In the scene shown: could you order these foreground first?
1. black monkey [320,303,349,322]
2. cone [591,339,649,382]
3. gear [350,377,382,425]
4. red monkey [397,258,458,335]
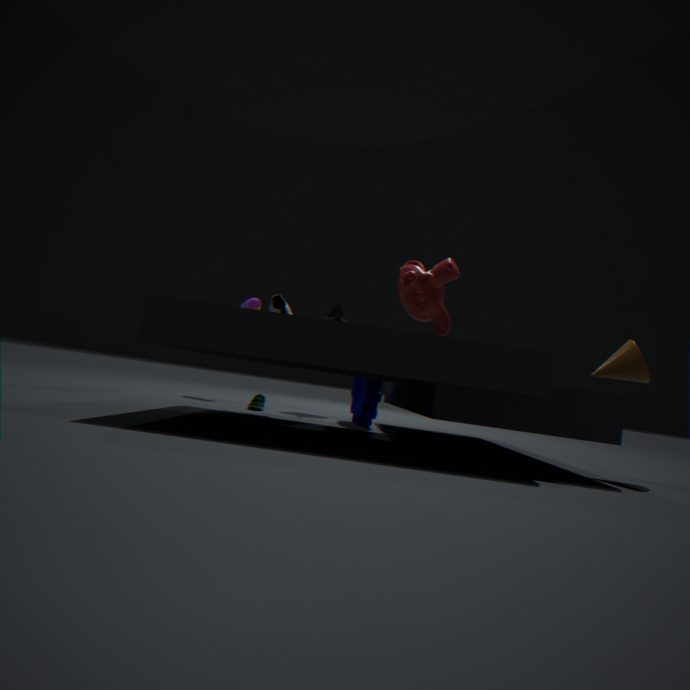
cone [591,339,649,382] < red monkey [397,258,458,335] < gear [350,377,382,425] < black monkey [320,303,349,322]
